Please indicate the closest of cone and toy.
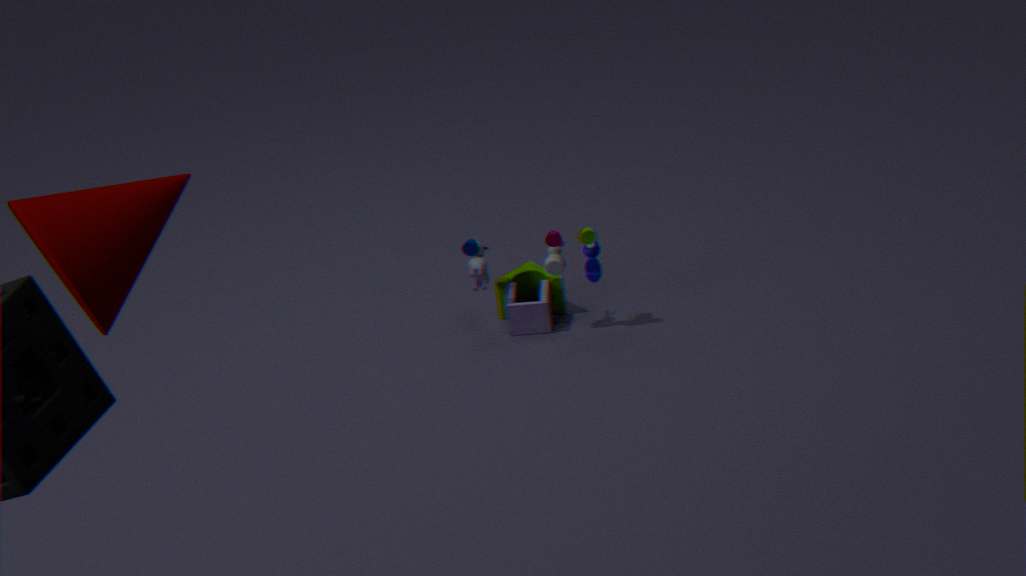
cone
